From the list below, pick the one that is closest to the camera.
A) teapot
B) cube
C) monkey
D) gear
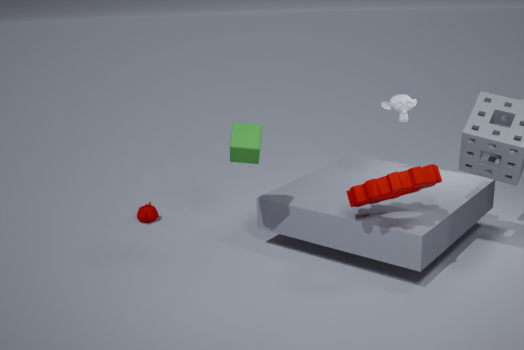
gear
